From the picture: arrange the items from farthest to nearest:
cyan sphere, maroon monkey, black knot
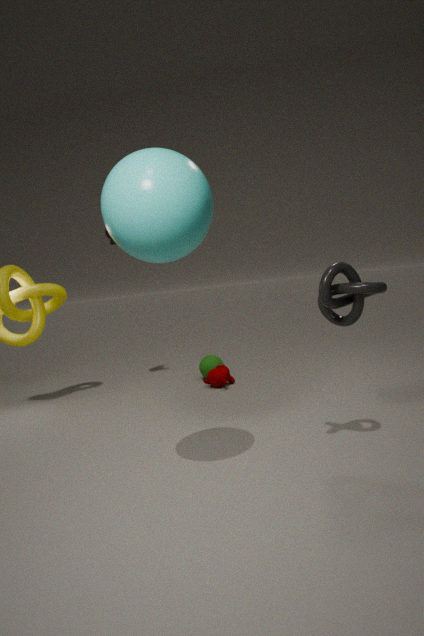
maroon monkey, black knot, cyan sphere
